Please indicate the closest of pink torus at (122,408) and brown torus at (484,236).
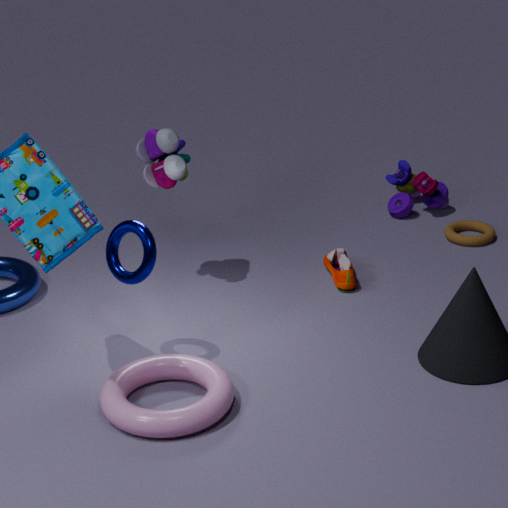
pink torus at (122,408)
